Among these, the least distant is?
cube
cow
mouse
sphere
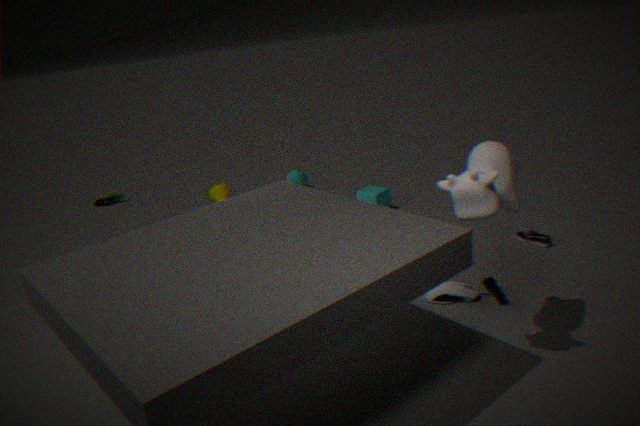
cow
